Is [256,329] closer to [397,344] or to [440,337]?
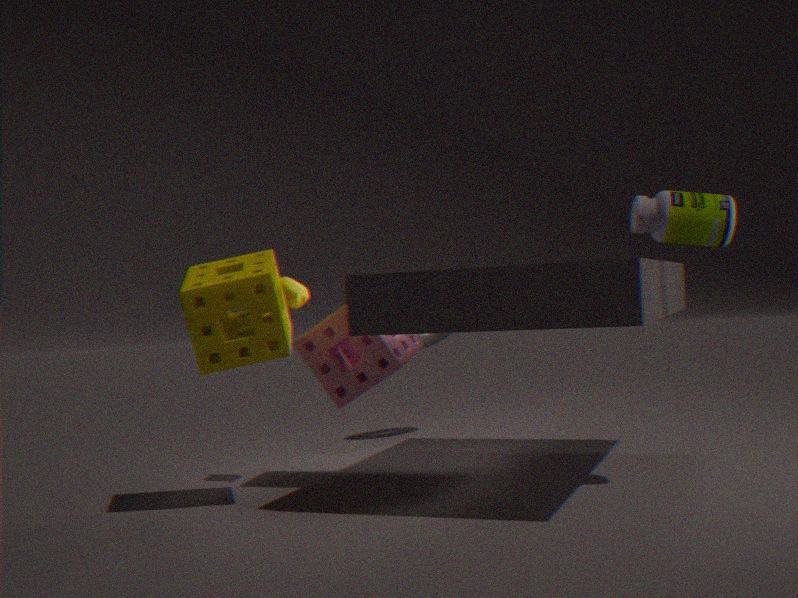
[397,344]
